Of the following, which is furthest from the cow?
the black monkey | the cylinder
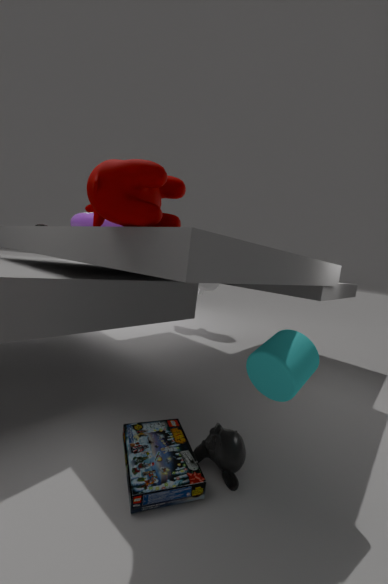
the black monkey
